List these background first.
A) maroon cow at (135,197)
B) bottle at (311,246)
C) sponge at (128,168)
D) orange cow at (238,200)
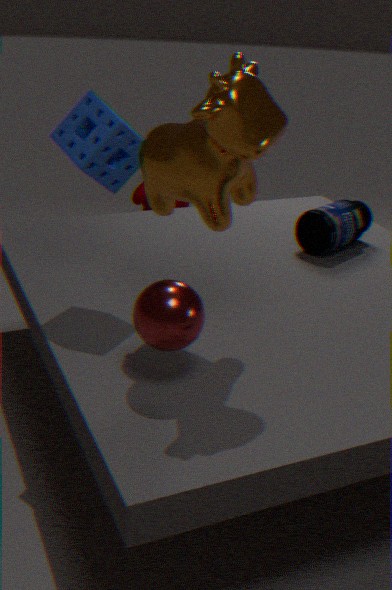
1. maroon cow at (135,197)
2. bottle at (311,246)
3. sponge at (128,168)
4. orange cow at (238,200)
